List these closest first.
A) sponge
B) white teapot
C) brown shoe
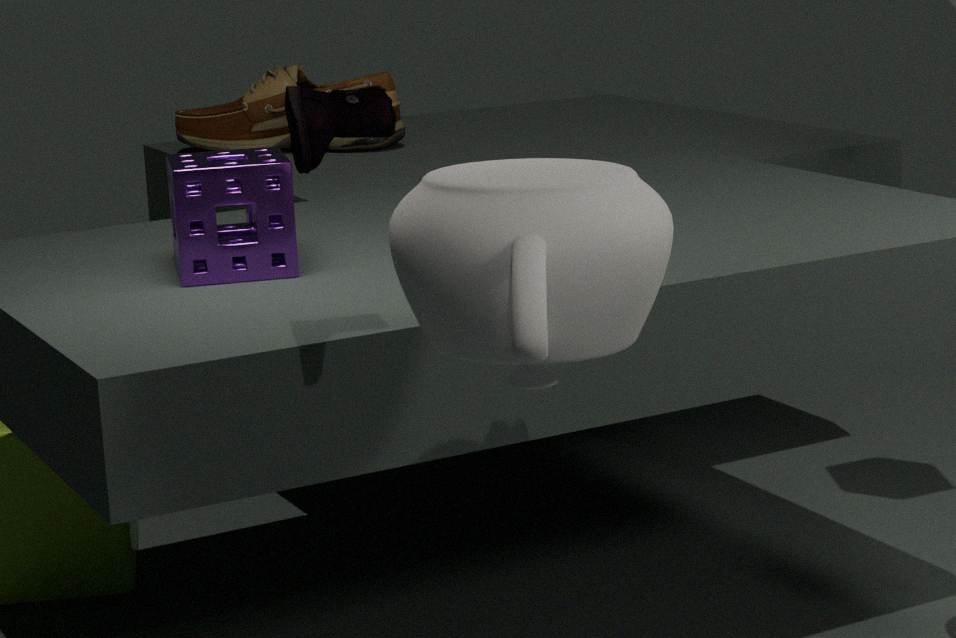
white teapot
sponge
brown shoe
